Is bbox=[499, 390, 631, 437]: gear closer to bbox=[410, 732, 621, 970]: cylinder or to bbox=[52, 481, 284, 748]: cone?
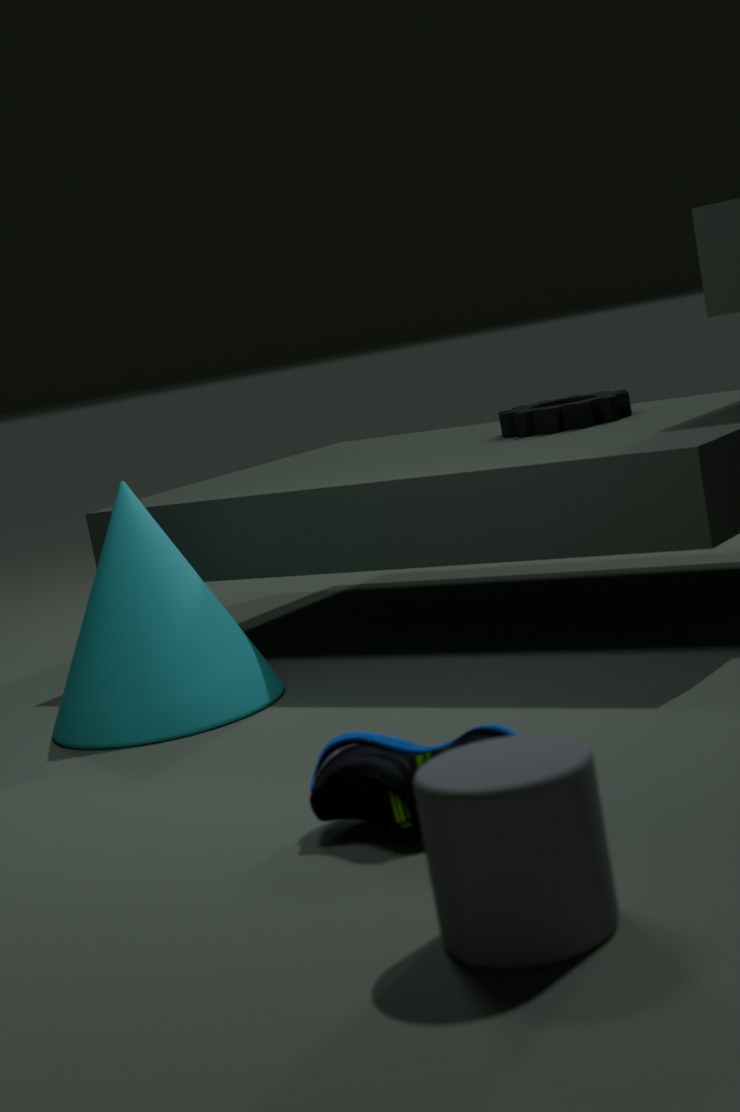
bbox=[52, 481, 284, 748]: cone
